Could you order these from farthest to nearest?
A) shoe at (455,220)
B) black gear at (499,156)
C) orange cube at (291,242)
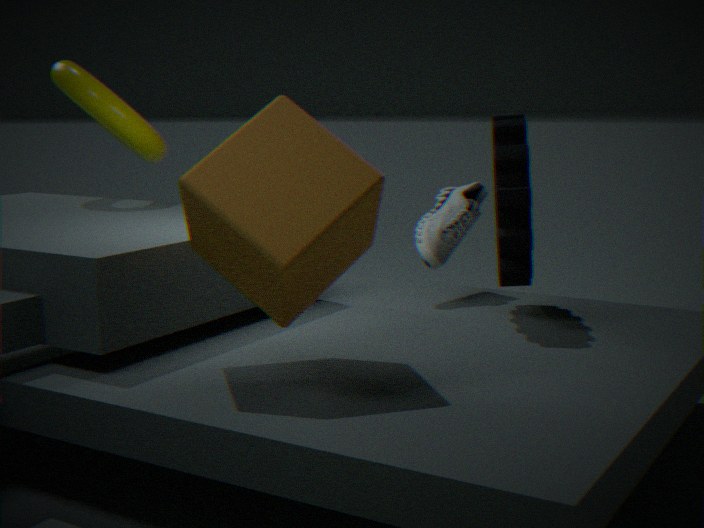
shoe at (455,220)
black gear at (499,156)
orange cube at (291,242)
